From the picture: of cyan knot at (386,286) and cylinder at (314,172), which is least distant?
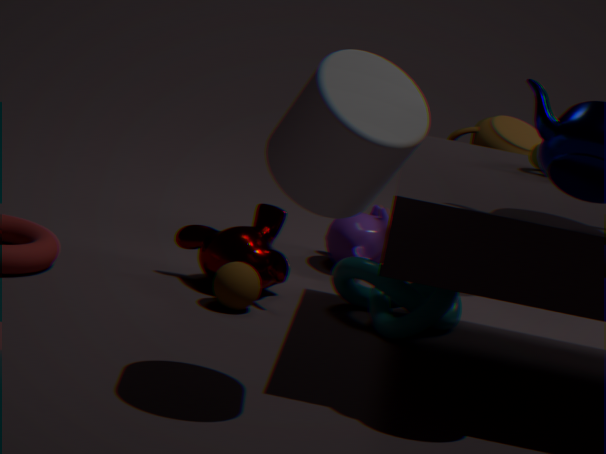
→ cylinder at (314,172)
